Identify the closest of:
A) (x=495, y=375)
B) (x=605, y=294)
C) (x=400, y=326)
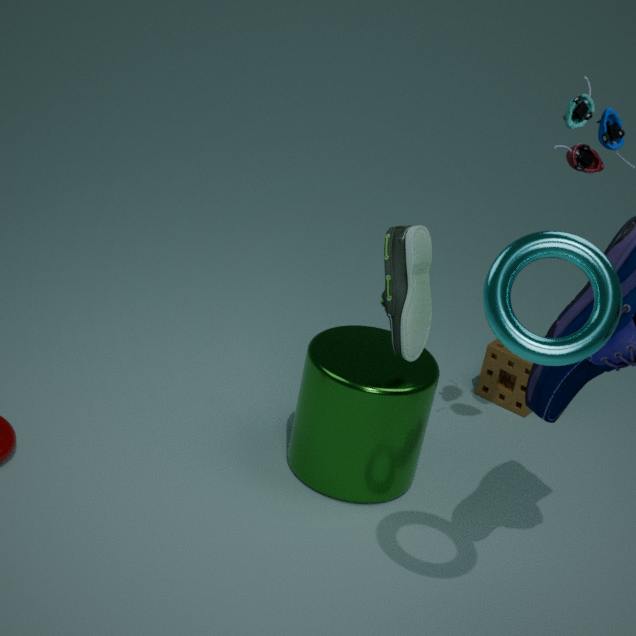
(x=605, y=294)
